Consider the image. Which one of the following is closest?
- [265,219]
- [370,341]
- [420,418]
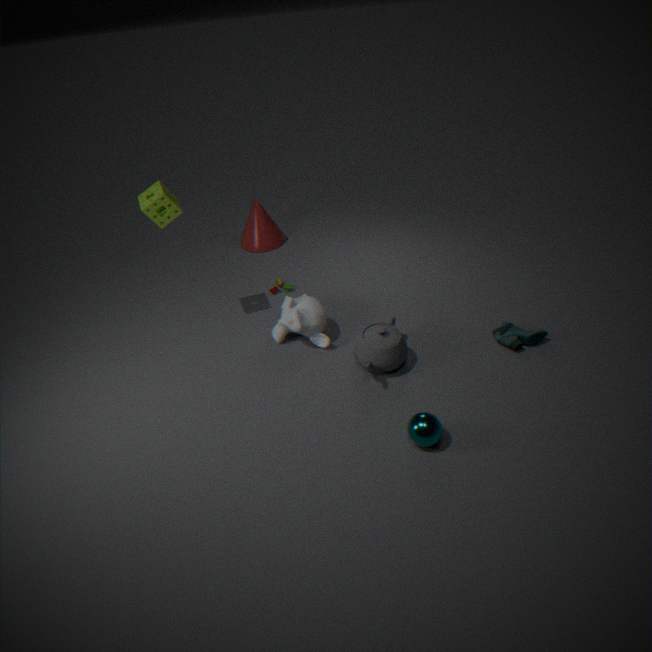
[420,418]
